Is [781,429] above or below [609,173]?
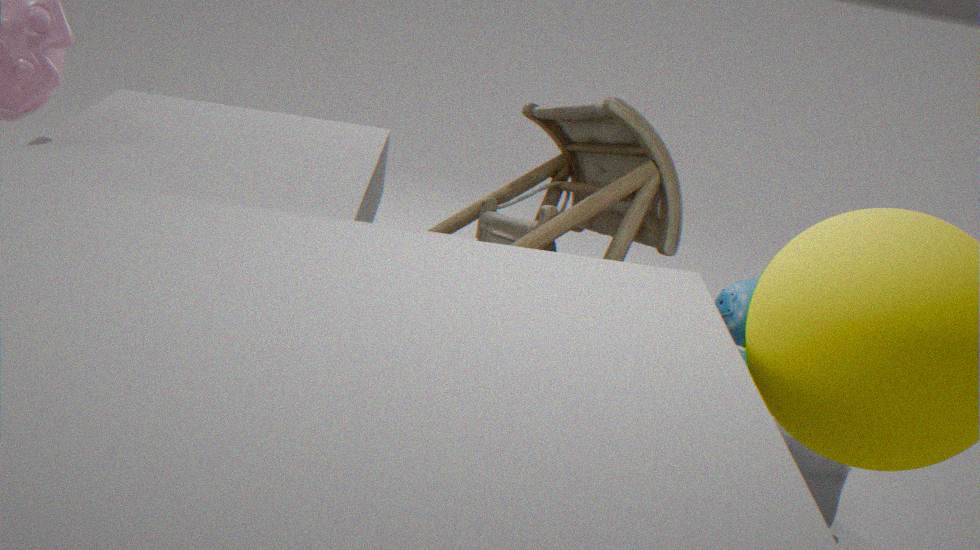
below
